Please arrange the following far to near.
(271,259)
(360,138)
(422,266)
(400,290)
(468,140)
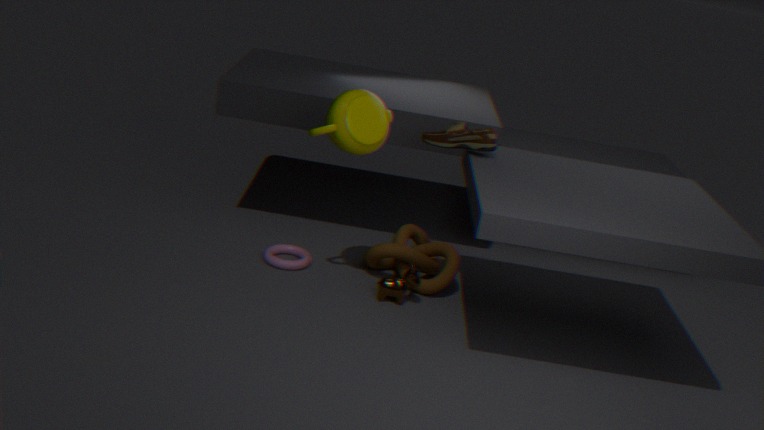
(422,266)
(271,259)
(400,290)
(468,140)
(360,138)
